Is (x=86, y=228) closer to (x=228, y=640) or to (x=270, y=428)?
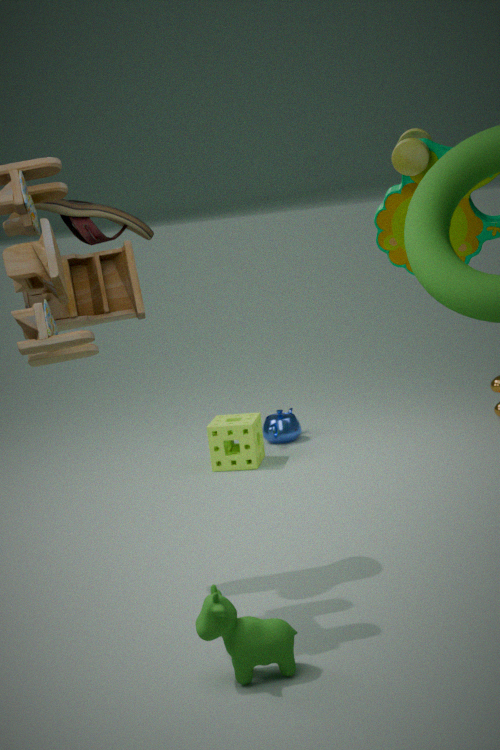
(x=228, y=640)
